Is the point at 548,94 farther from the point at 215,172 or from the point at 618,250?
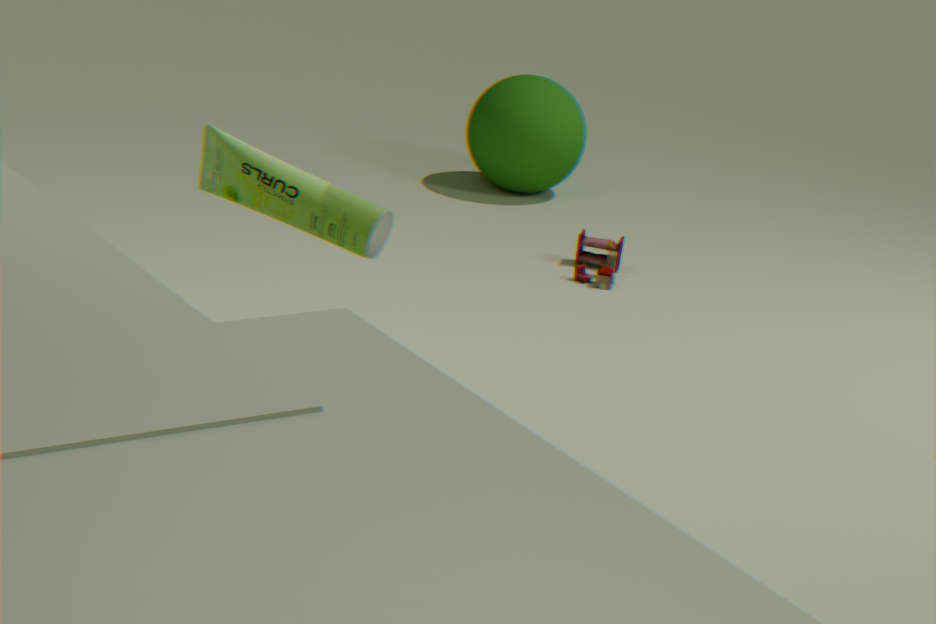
the point at 215,172
